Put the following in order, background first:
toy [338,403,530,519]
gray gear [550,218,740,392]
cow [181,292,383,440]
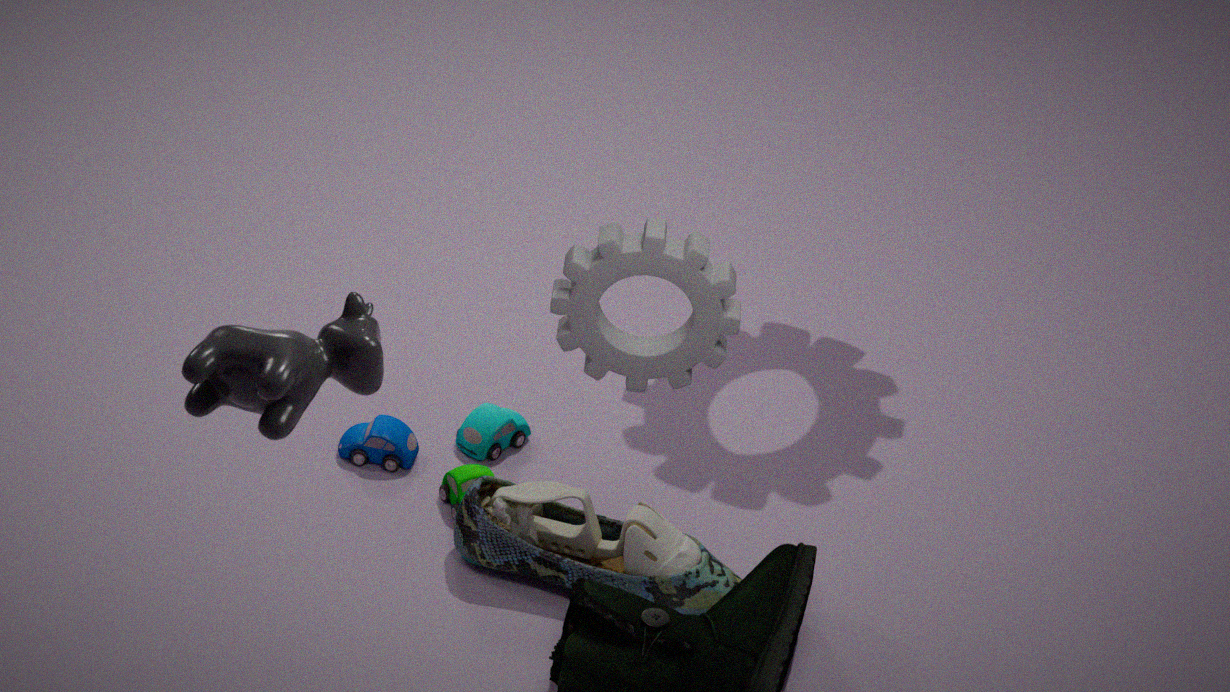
toy [338,403,530,519] < gray gear [550,218,740,392] < cow [181,292,383,440]
